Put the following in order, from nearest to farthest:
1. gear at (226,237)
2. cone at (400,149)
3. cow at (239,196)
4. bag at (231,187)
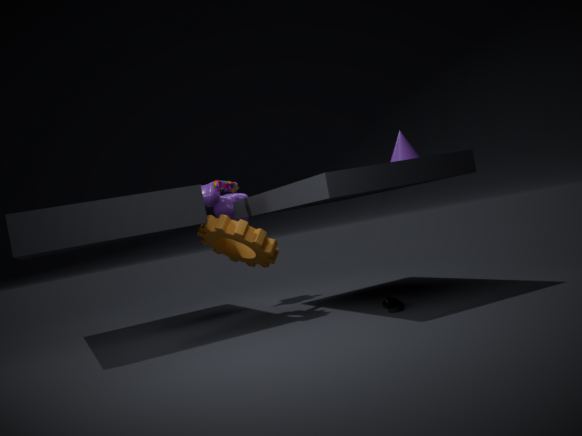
1. cone at (400,149)
2. gear at (226,237)
3. bag at (231,187)
4. cow at (239,196)
